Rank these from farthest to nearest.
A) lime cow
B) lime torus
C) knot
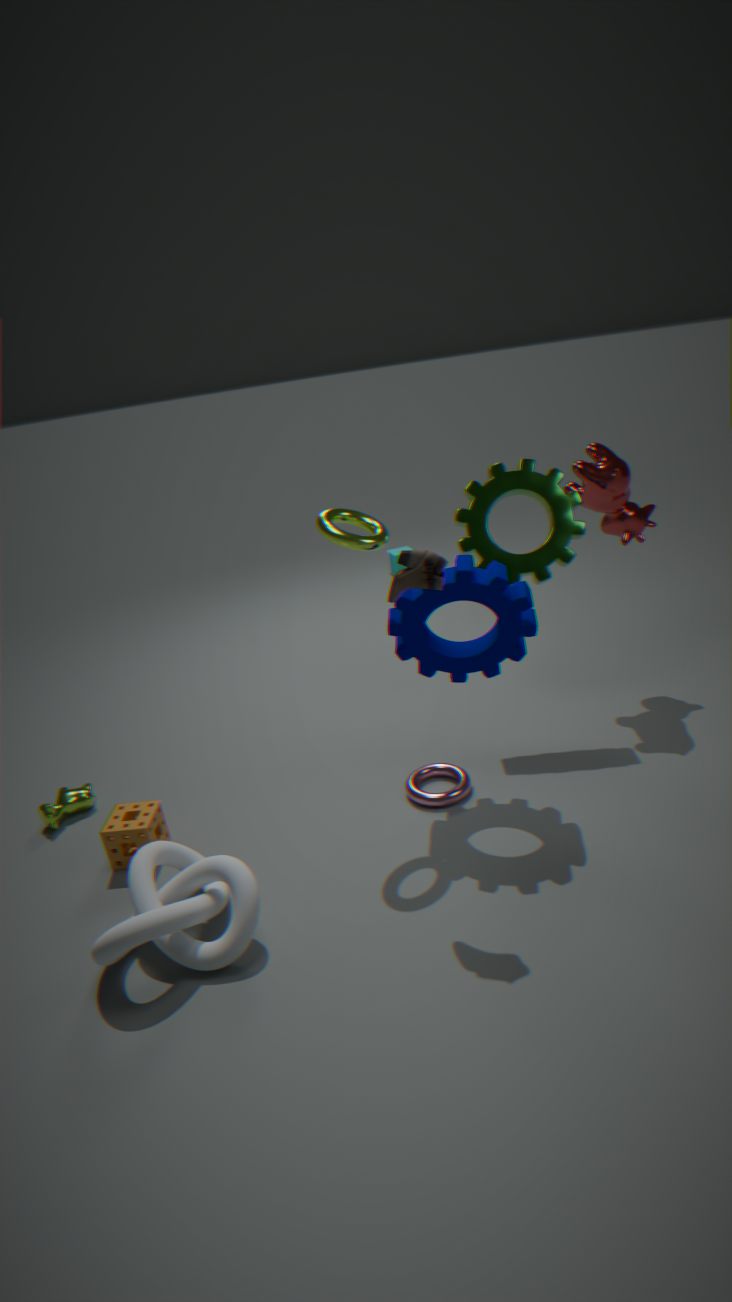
lime cow
lime torus
knot
